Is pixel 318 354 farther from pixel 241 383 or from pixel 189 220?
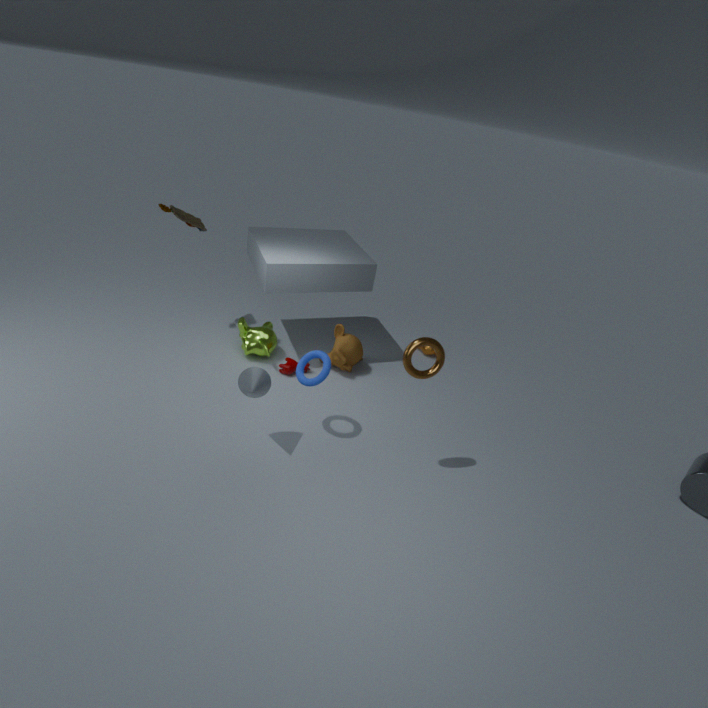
pixel 189 220
